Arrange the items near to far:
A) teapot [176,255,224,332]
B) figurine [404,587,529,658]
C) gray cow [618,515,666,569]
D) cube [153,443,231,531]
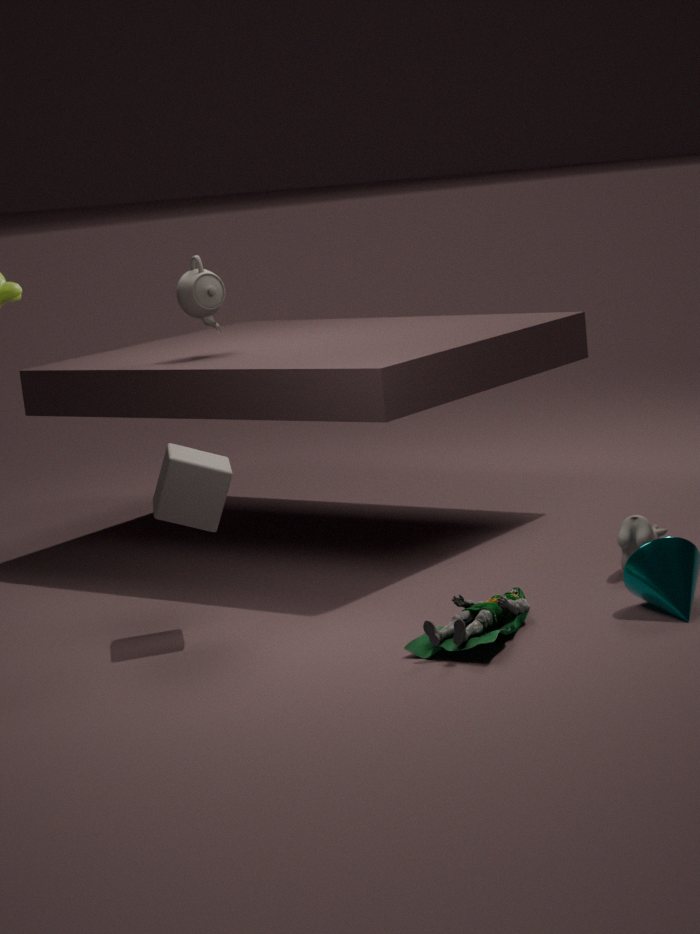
figurine [404,587,529,658] → cube [153,443,231,531] → gray cow [618,515,666,569] → teapot [176,255,224,332]
